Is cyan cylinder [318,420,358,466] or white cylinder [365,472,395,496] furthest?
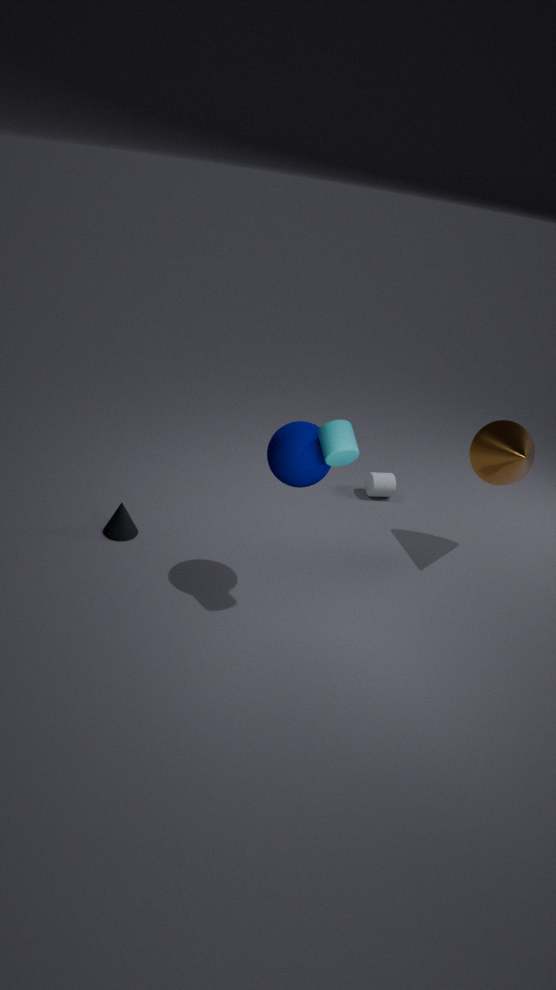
white cylinder [365,472,395,496]
